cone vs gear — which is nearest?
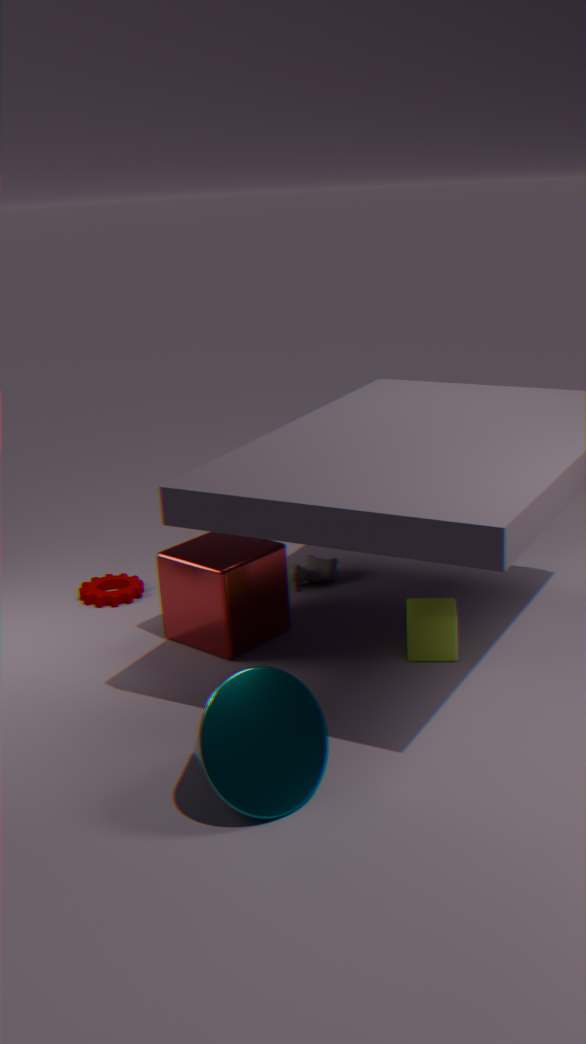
cone
